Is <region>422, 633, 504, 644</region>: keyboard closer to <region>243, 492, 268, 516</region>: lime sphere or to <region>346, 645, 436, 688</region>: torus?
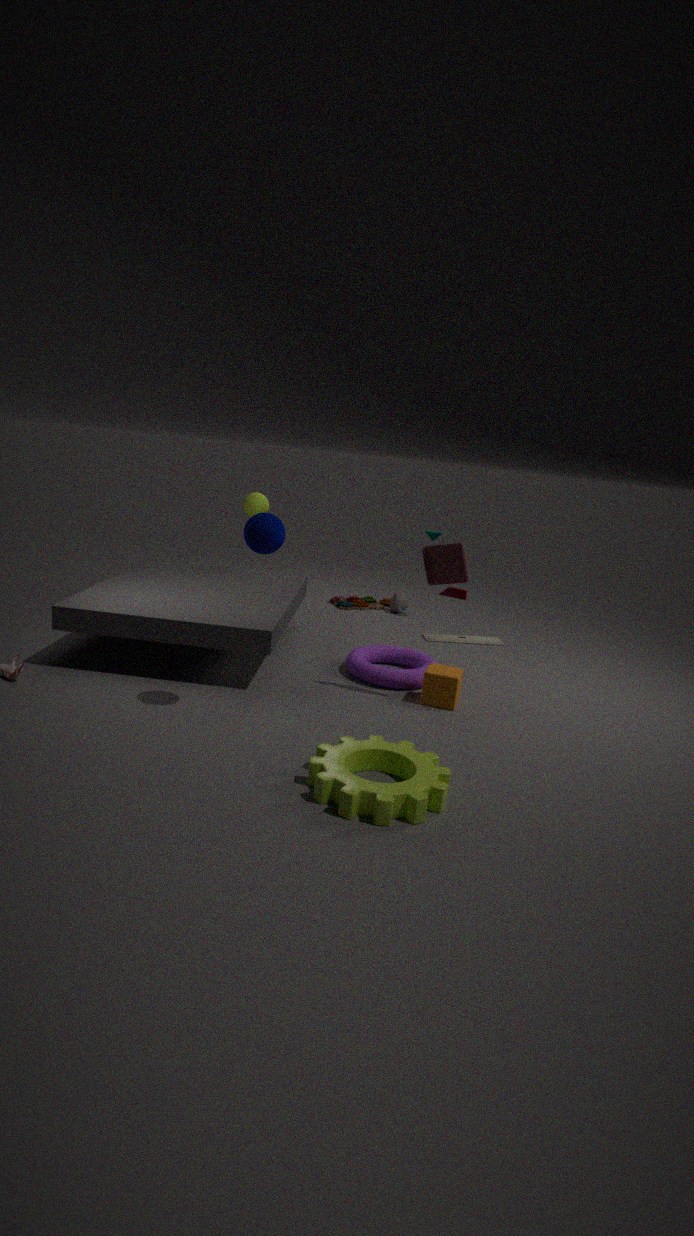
<region>346, 645, 436, 688</region>: torus
